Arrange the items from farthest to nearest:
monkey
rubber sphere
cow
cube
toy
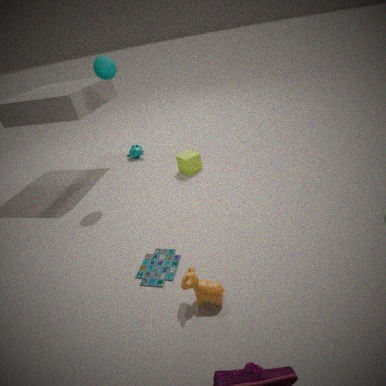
monkey, cube, rubber sphere, toy, cow
